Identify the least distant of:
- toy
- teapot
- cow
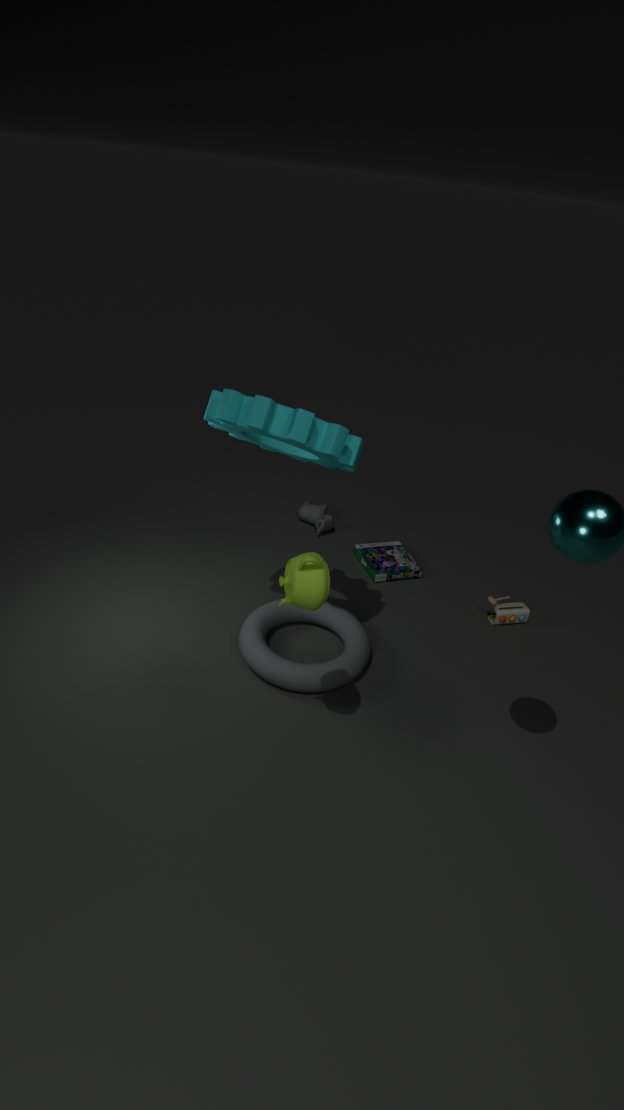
teapot
